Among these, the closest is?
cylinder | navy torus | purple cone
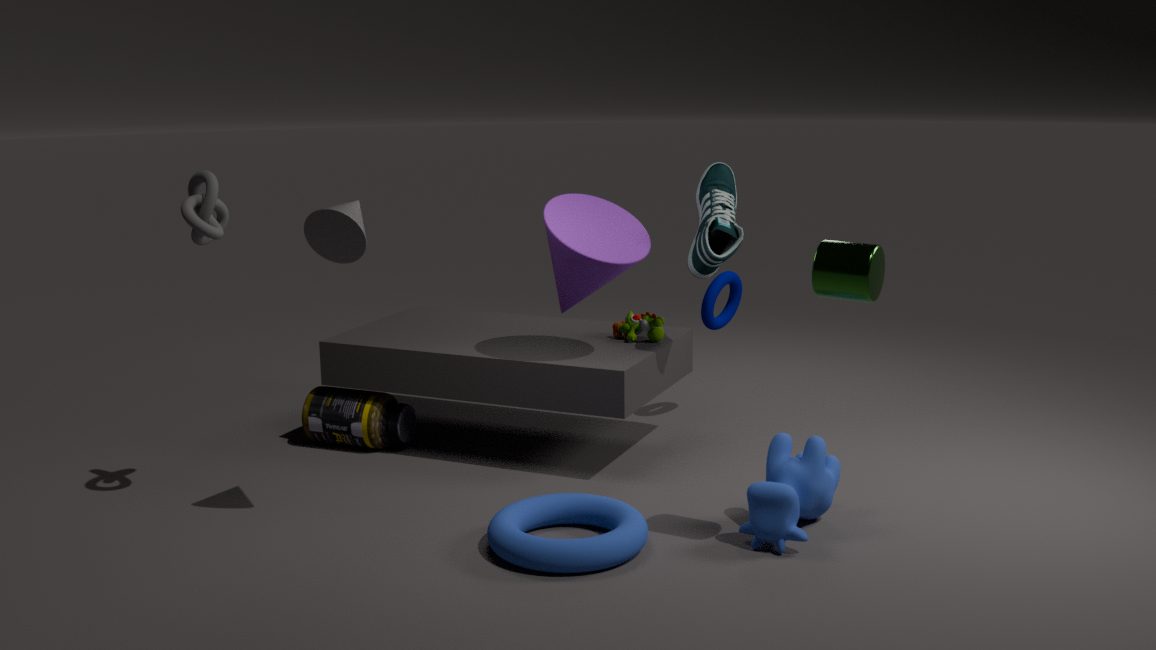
cylinder
